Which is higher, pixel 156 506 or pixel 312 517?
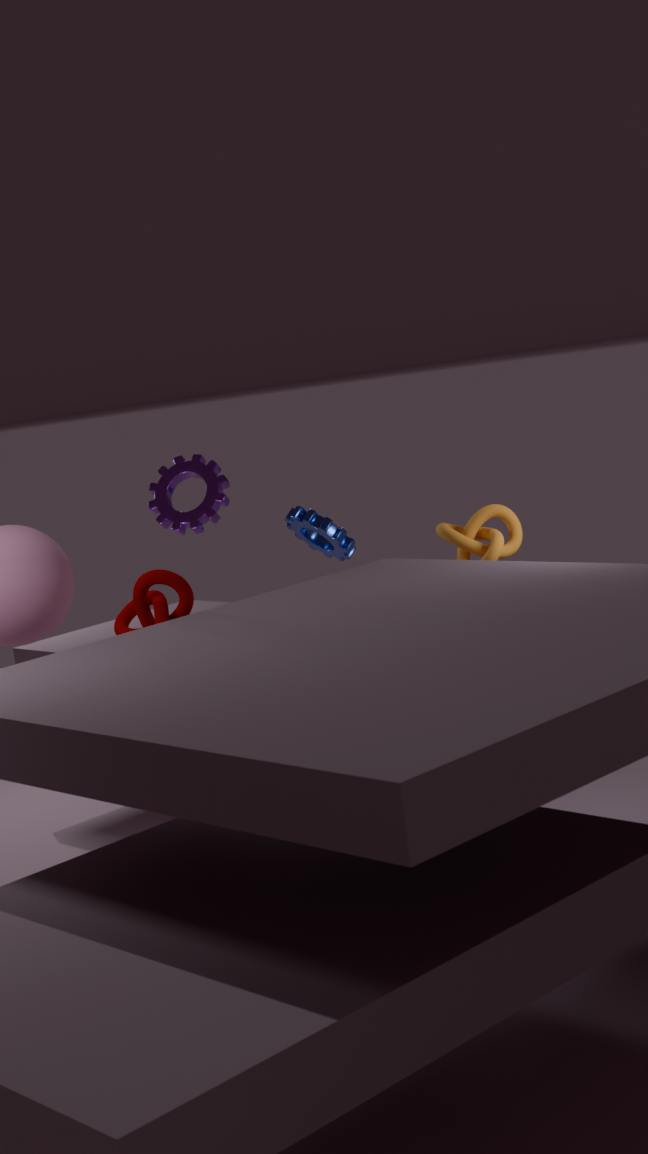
pixel 156 506
